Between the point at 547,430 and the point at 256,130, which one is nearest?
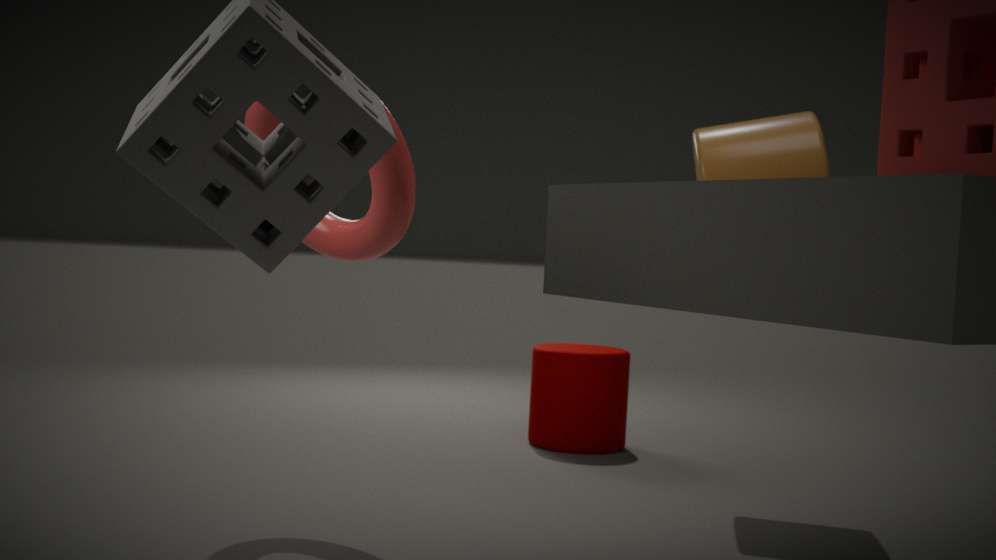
the point at 256,130
